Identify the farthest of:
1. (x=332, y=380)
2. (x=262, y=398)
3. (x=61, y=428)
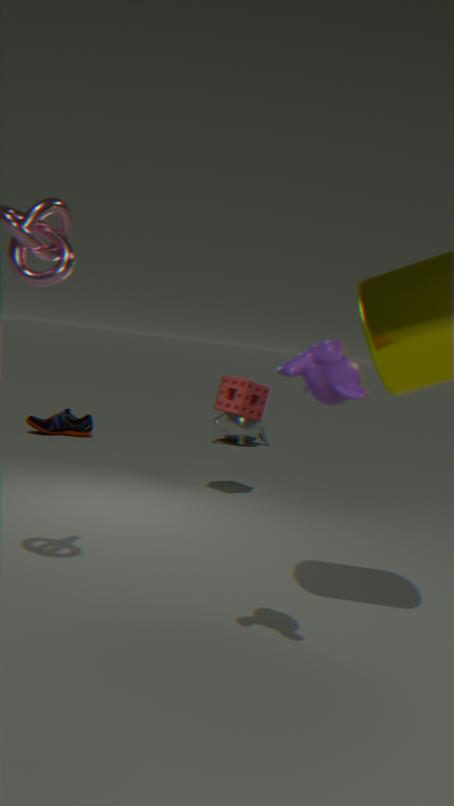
(x=61, y=428)
